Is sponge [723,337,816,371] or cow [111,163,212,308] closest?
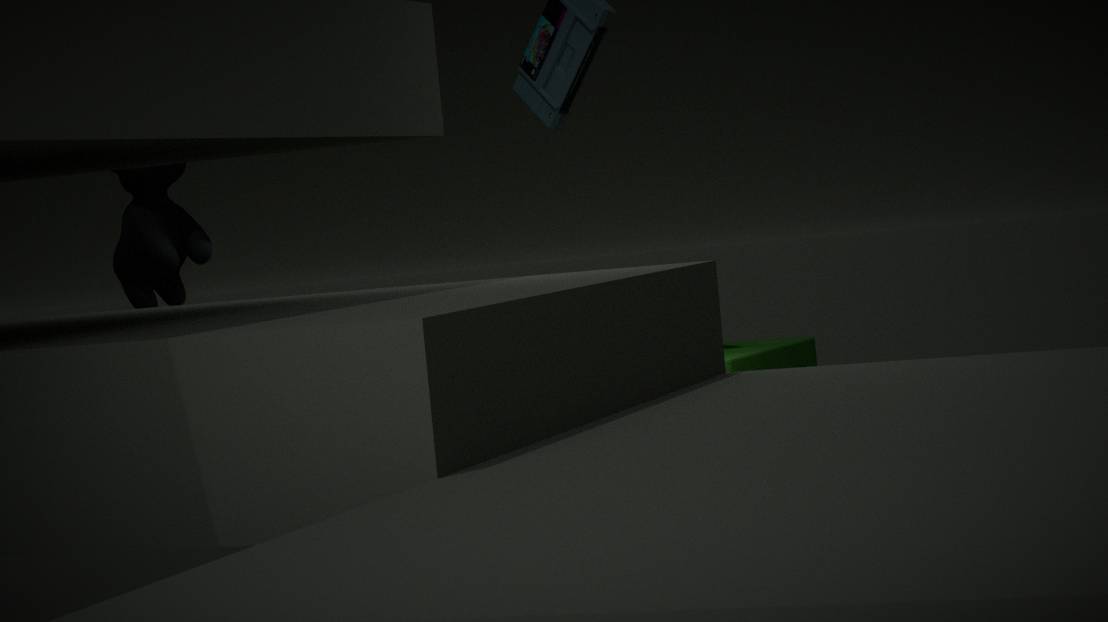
sponge [723,337,816,371]
